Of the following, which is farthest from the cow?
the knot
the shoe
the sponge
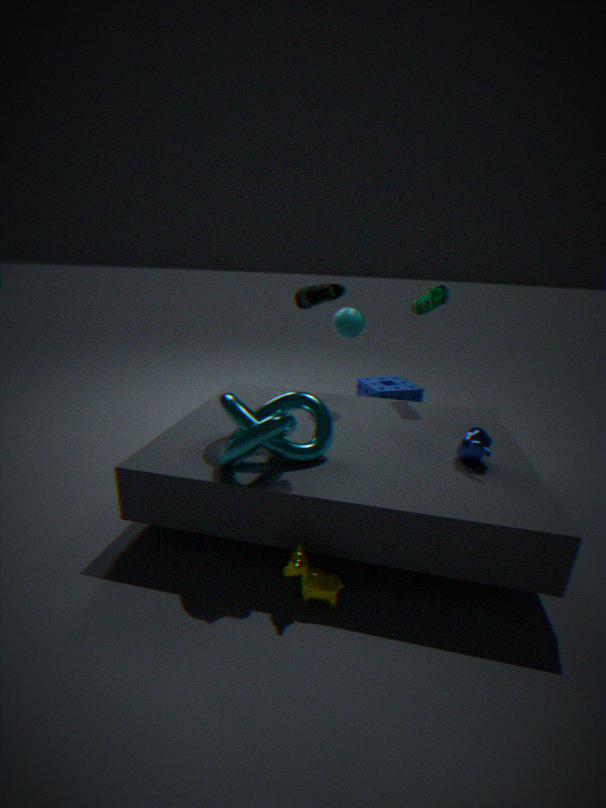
the sponge
